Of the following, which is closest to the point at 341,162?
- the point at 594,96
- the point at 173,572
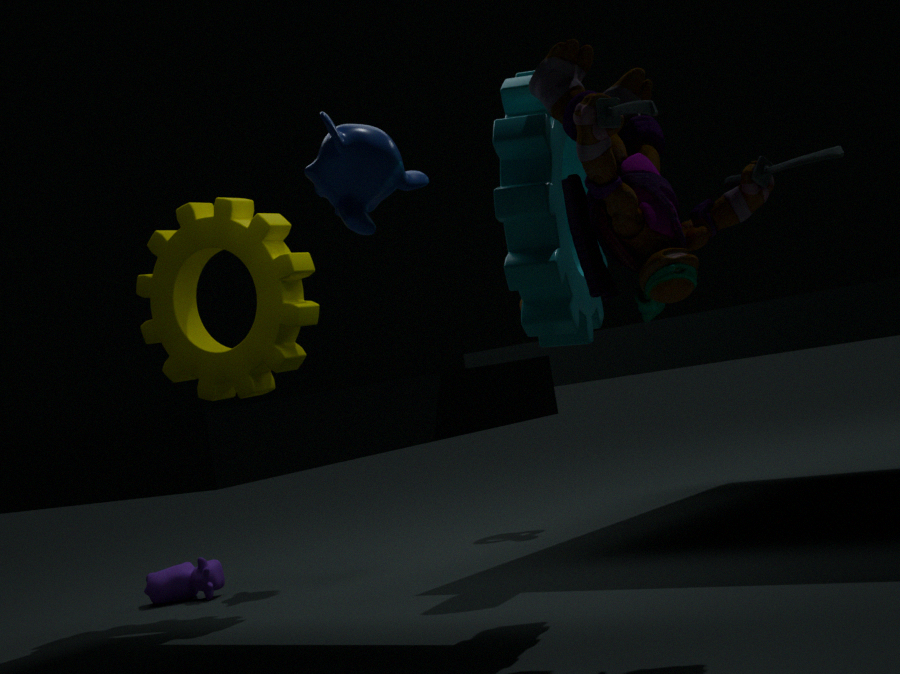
the point at 594,96
